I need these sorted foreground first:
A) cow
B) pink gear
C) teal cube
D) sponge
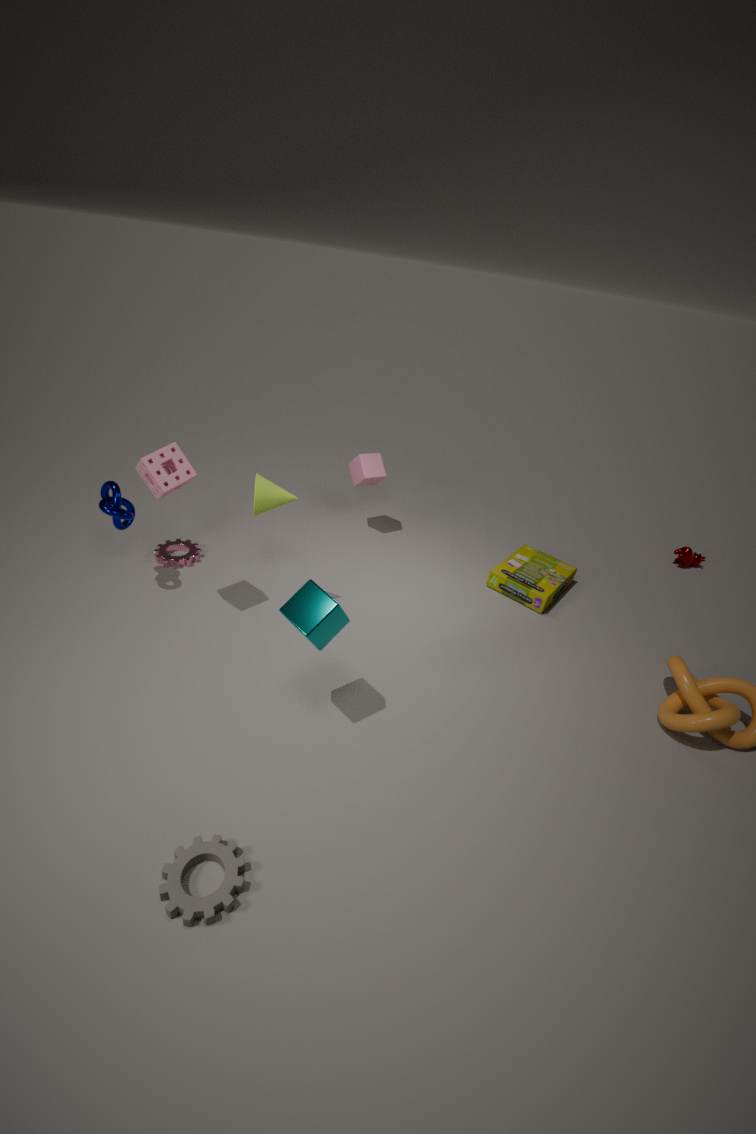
teal cube → sponge → pink gear → cow
